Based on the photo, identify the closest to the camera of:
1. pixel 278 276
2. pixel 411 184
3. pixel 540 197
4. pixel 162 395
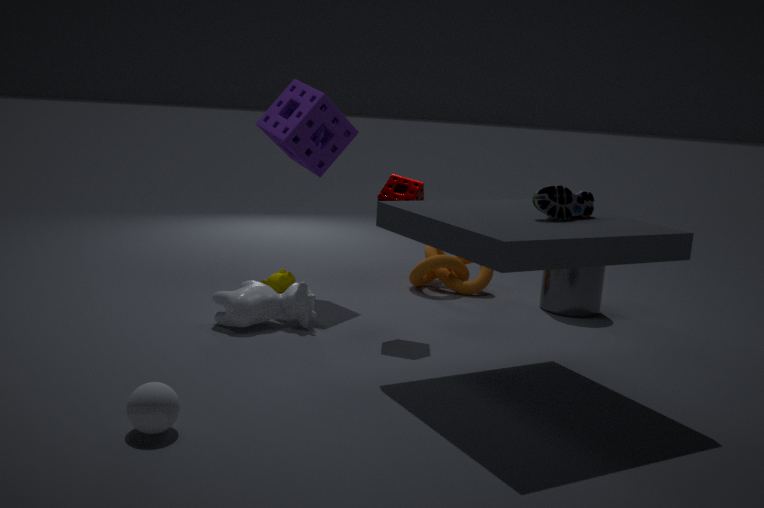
pixel 162 395
